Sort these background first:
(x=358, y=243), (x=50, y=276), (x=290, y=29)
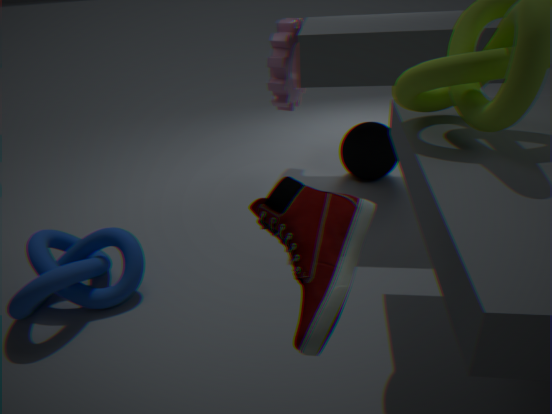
(x=290, y=29)
(x=50, y=276)
(x=358, y=243)
